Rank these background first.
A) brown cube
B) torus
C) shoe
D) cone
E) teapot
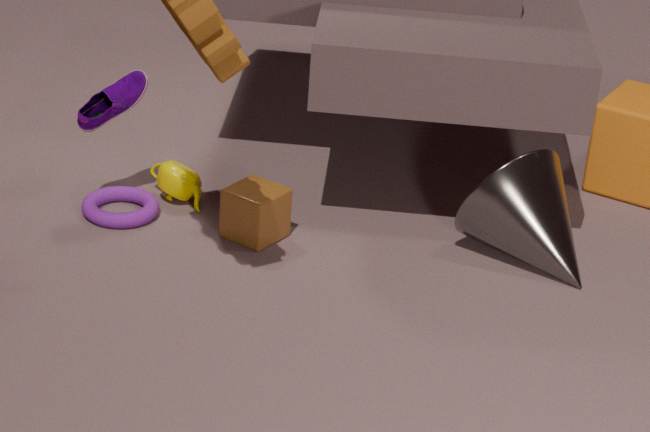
teapot < torus < shoe < brown cube < cone
